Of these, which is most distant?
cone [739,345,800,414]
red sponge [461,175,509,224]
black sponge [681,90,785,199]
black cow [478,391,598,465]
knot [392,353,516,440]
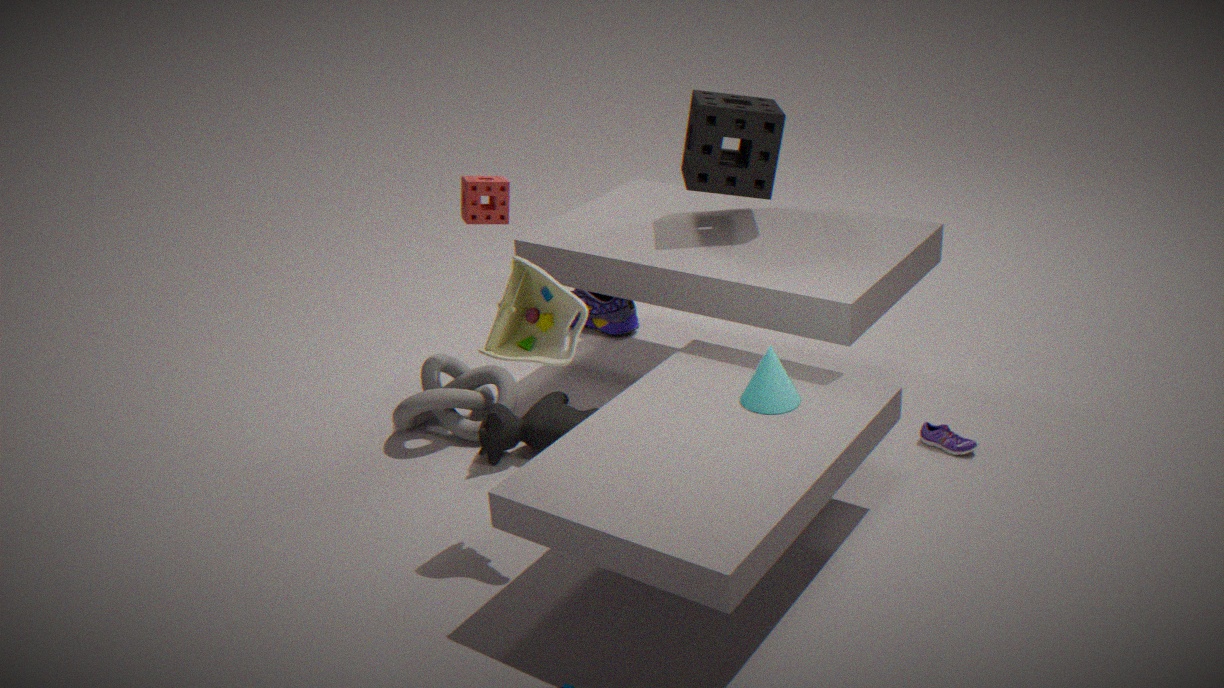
red sponge [461,175,509,224]
